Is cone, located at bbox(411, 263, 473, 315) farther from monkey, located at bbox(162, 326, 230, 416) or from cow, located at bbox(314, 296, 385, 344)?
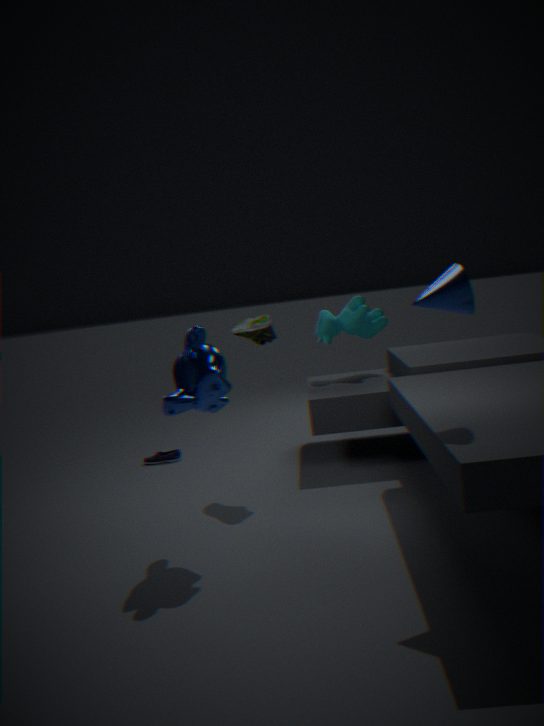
cow, located at bbox(314, 296, 385, 344)
